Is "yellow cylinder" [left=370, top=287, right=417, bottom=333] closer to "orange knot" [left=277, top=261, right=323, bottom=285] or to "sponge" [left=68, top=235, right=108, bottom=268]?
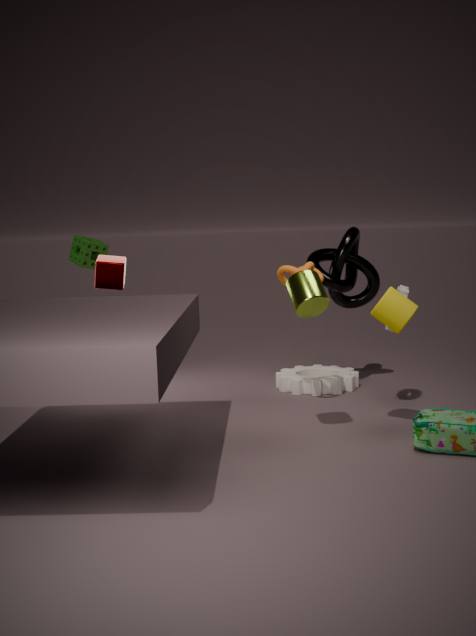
"orange knot" [left=277, top=261, right=323, bottom=285]
